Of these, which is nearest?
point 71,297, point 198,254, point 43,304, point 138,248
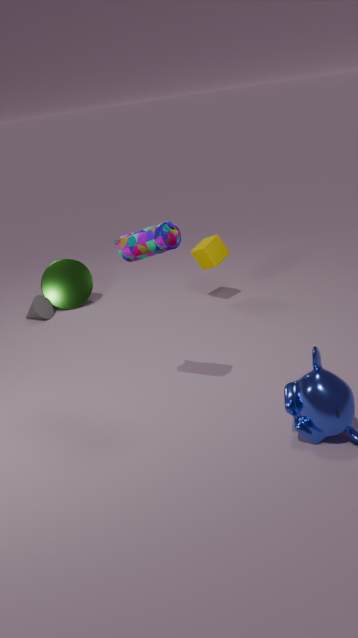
point 138,248
